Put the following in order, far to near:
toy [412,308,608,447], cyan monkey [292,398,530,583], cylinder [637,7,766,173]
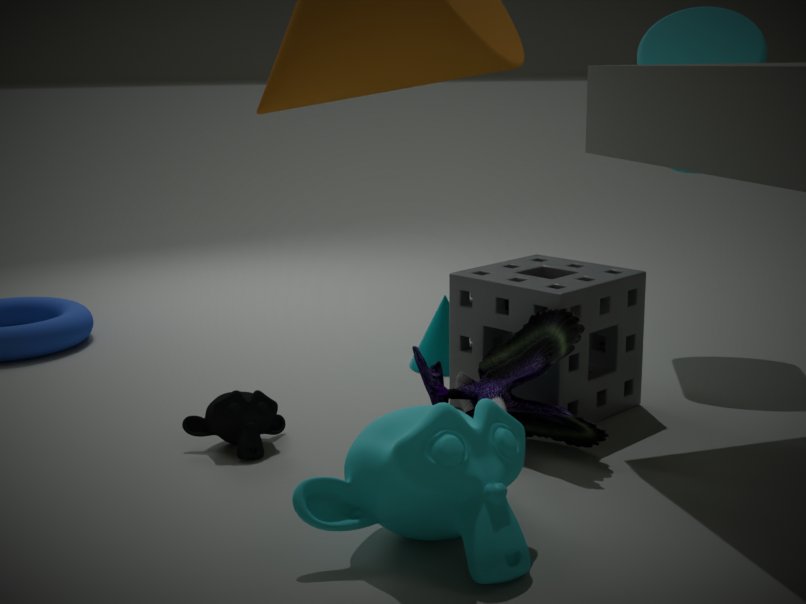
cylinder [637,7,766,173] → toy [412,308,608,447] → cyan monkey [292,398,530,583]
